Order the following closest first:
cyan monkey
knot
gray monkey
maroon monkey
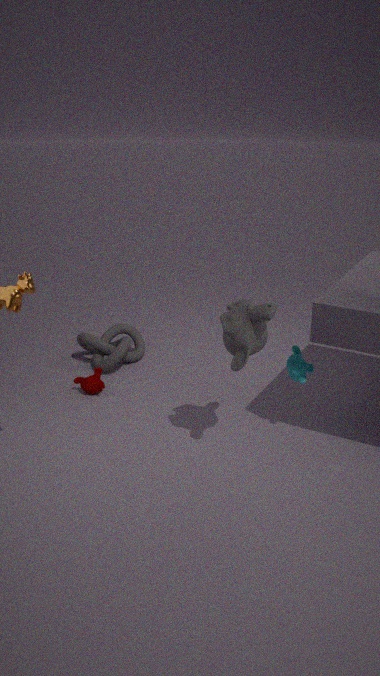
gray monkey, cyan monkey, maroon monkey, knot
